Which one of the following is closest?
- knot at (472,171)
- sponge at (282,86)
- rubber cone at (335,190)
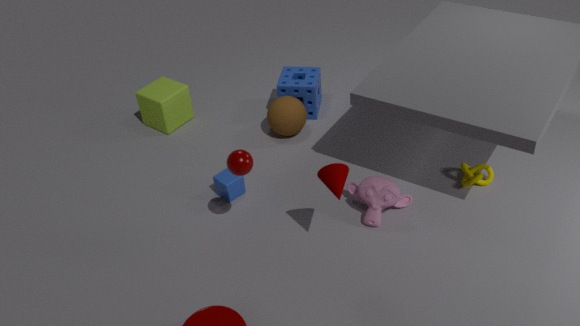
rubber cone at (335,190)
